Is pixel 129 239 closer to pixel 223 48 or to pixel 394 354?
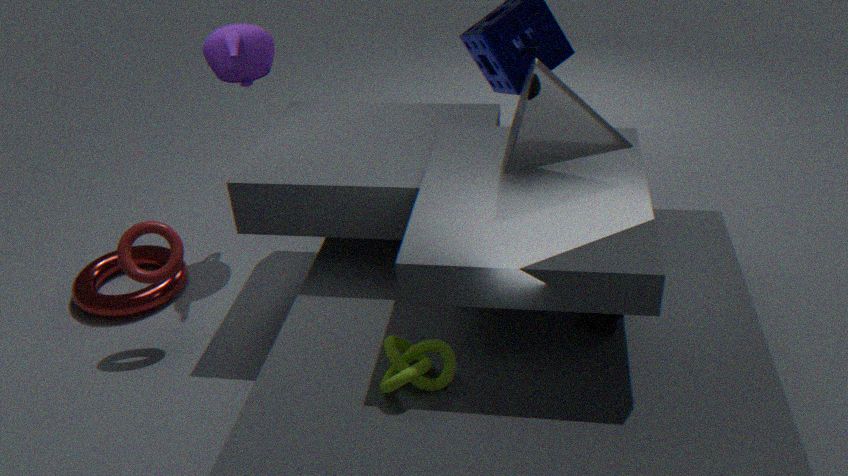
pixel 223 48
